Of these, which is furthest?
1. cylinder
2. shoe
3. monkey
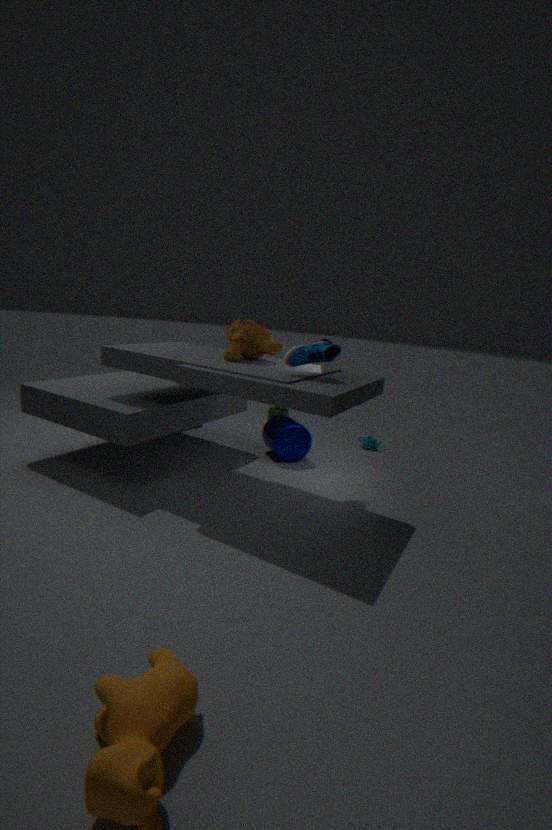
cylinder
